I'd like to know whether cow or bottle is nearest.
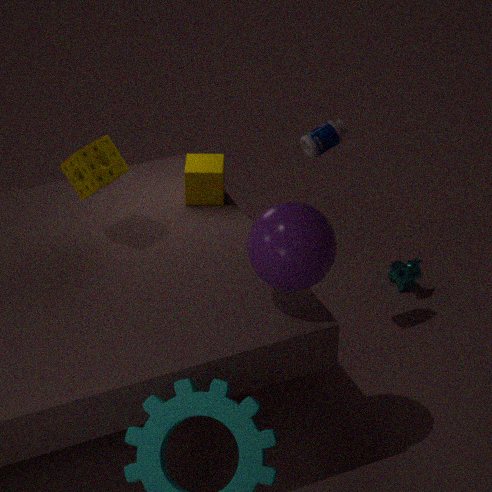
bottle
